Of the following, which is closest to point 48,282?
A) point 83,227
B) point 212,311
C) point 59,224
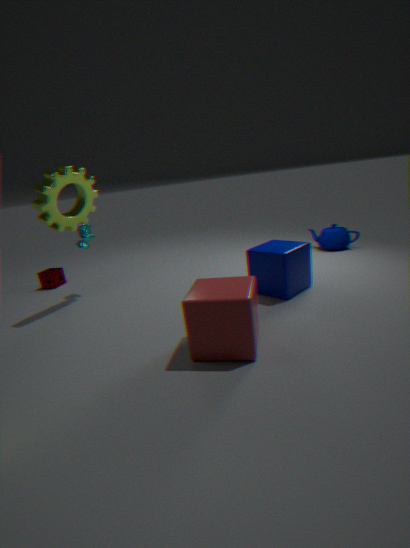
point 83,227
